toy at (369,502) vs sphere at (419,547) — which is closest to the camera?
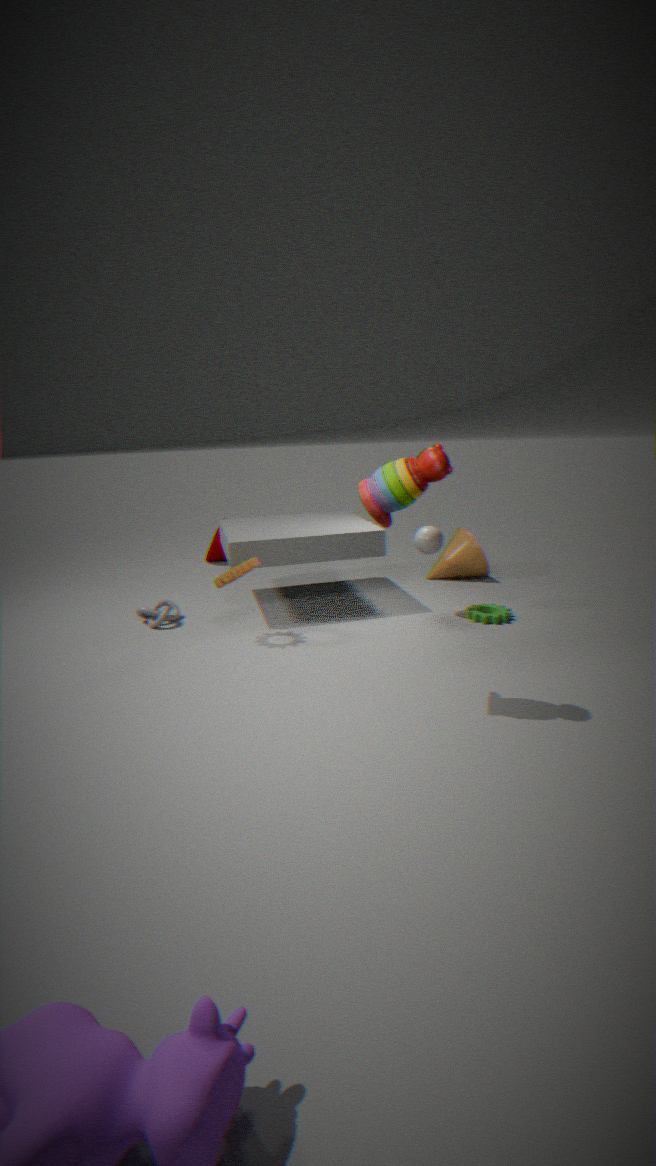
toy at (369,502)
